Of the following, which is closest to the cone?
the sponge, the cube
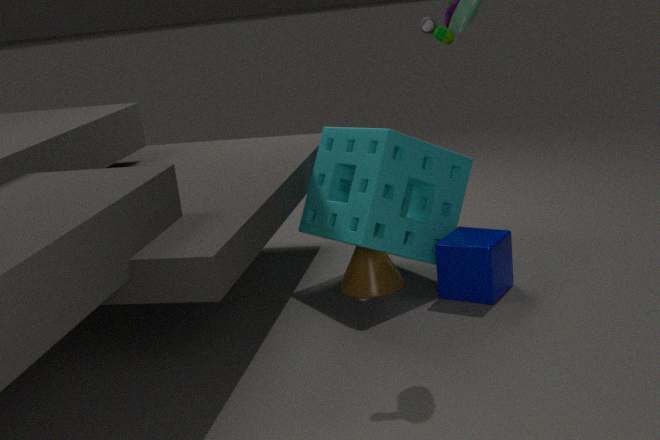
the sponge
